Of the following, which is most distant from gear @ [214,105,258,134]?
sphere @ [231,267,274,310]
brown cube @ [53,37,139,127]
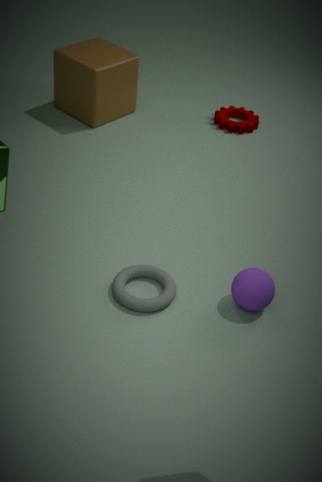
sphere @ [231,267,274,310]
